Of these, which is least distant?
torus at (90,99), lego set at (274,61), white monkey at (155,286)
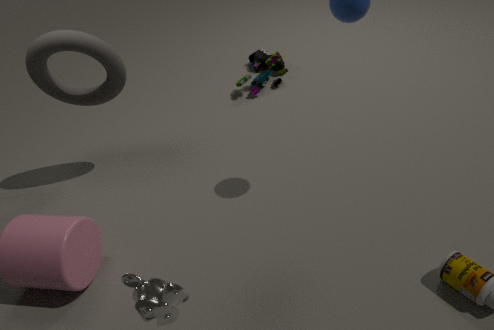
white monkey at (155,286)
